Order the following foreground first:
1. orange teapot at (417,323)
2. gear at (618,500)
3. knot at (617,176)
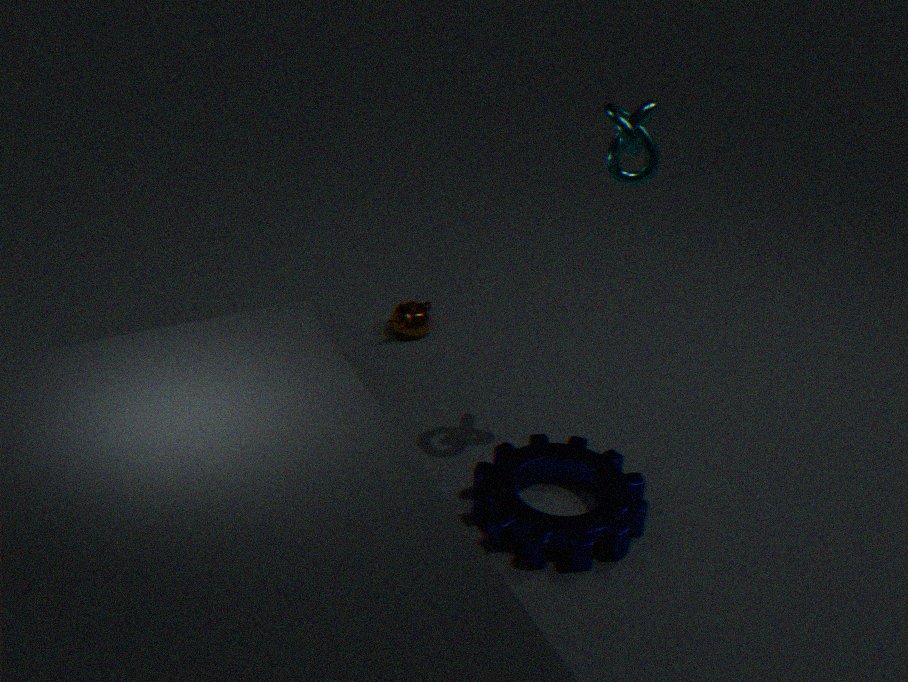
1. knot at (617,176)
2. gear at (618,500)
3. orange teapot at (417,323)
